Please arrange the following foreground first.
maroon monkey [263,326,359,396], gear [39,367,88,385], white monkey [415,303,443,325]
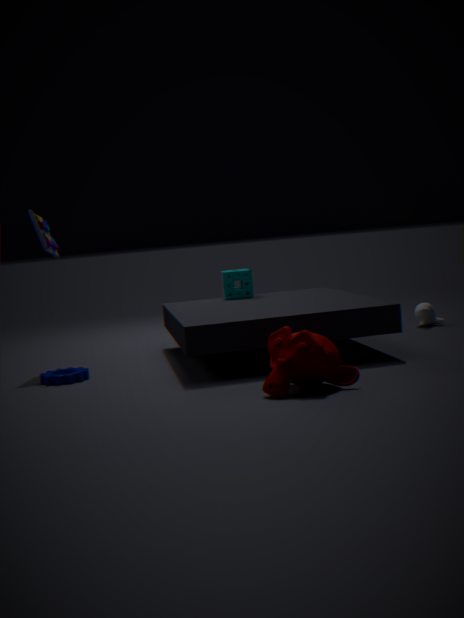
maroon monkey [263,326,359,396] < gear [39,367,88,385] < white monkey [415,303,443,325]
